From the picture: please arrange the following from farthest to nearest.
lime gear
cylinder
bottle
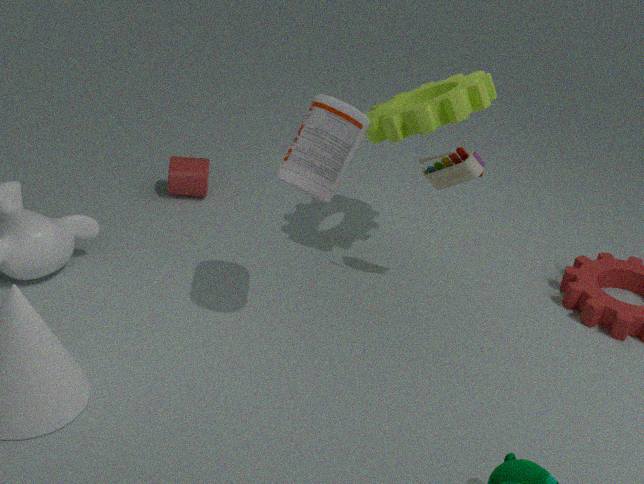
1. cylinder
2. lime gear
3. bottle
